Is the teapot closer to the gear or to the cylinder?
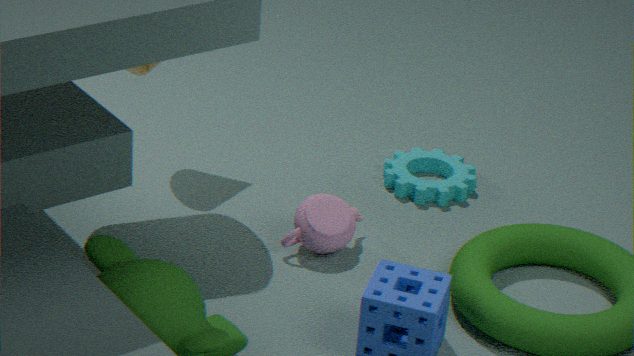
the gear
